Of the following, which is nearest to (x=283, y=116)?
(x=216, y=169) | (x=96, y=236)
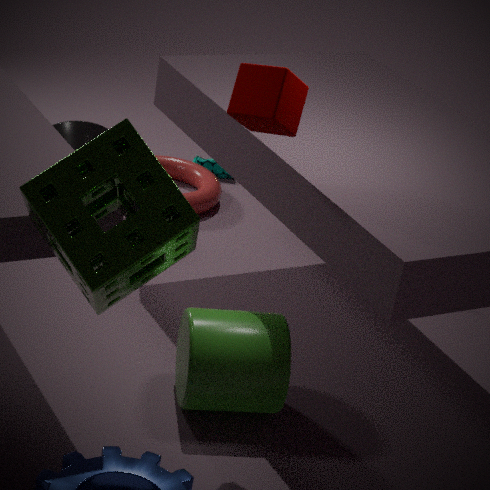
(x=96, y=236)
